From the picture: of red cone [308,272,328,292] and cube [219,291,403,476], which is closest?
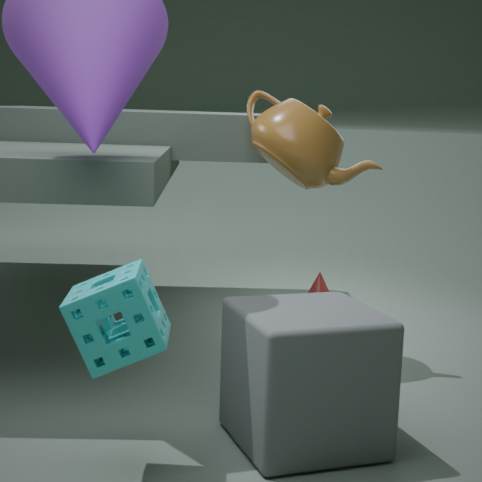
cube [219,291,403,476]
